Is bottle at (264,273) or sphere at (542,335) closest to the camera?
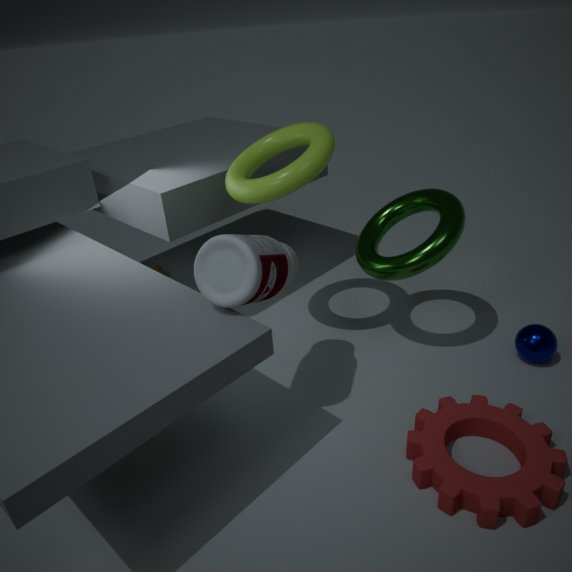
bottle at (264,273)
